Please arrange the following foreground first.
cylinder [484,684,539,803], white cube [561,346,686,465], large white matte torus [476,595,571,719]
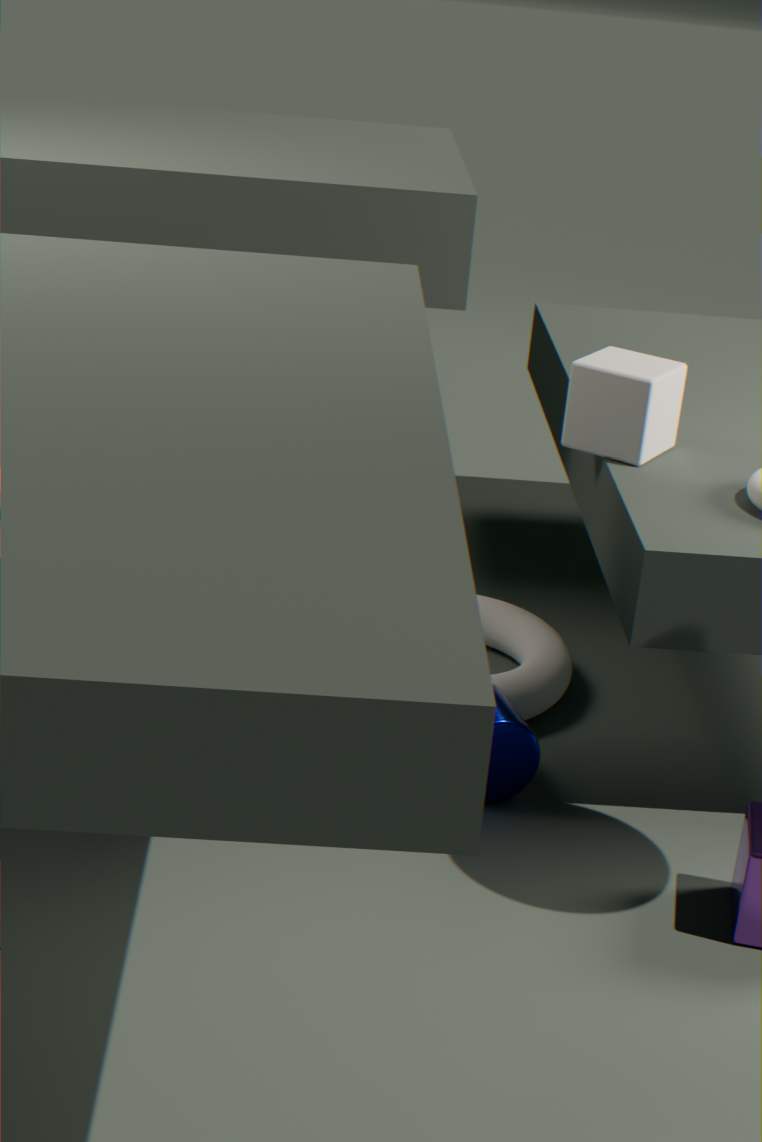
1. cylinder [484,684,539,803]
2. white cube [561,346,686,465]
3. large white matte torus [476,595,571,719]
